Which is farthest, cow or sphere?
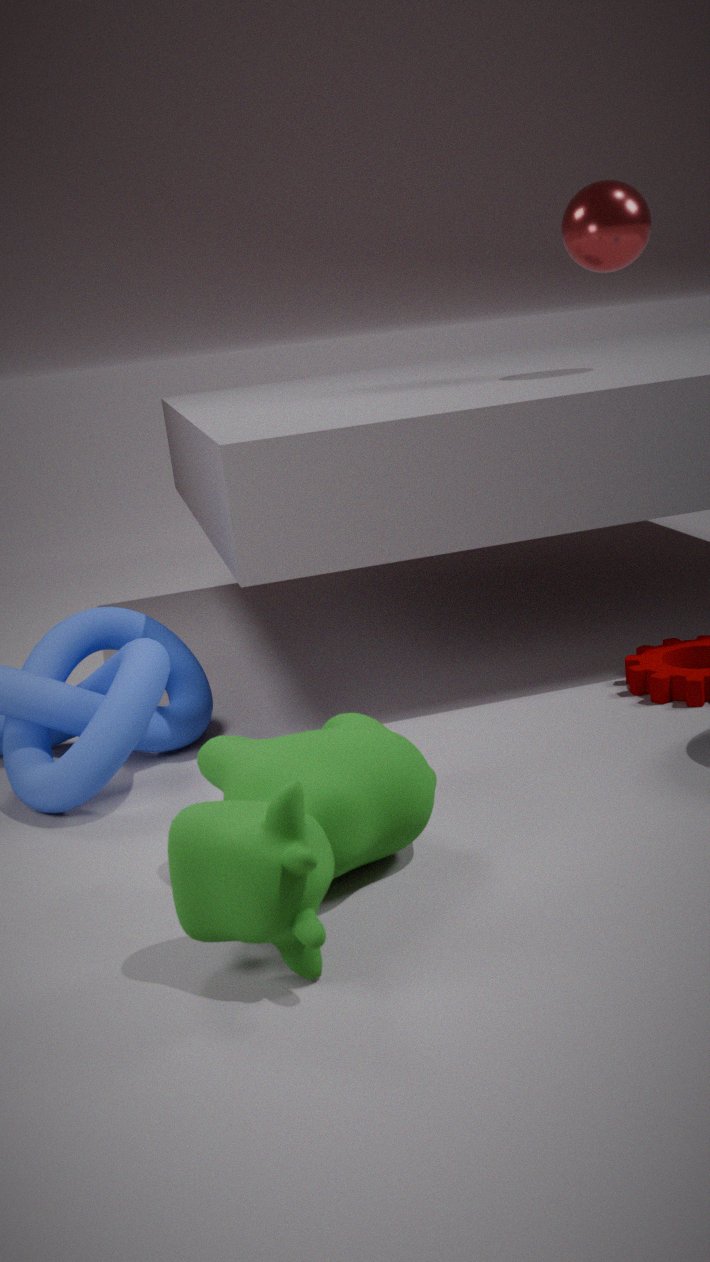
sphere
